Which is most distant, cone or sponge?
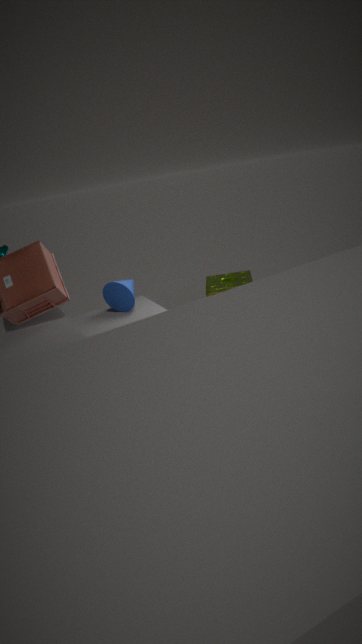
sponge
